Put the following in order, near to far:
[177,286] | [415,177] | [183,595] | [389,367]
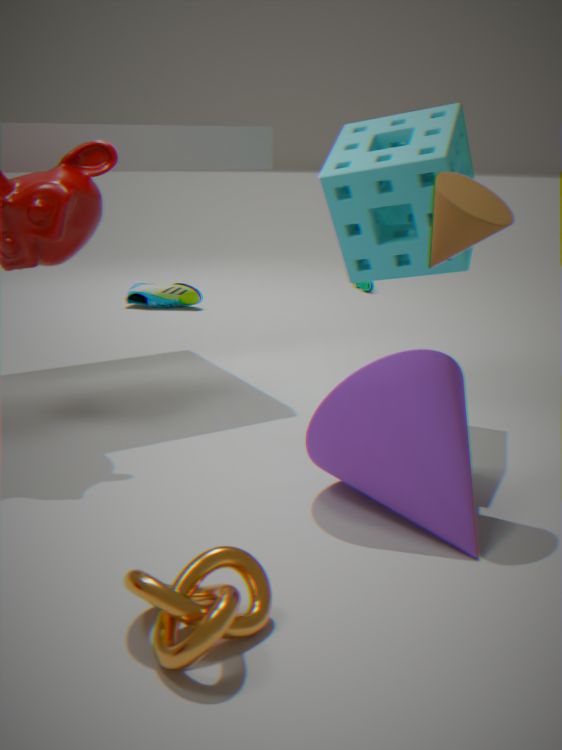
[183,595] < [389,367] < [415,177] < [177,286]
